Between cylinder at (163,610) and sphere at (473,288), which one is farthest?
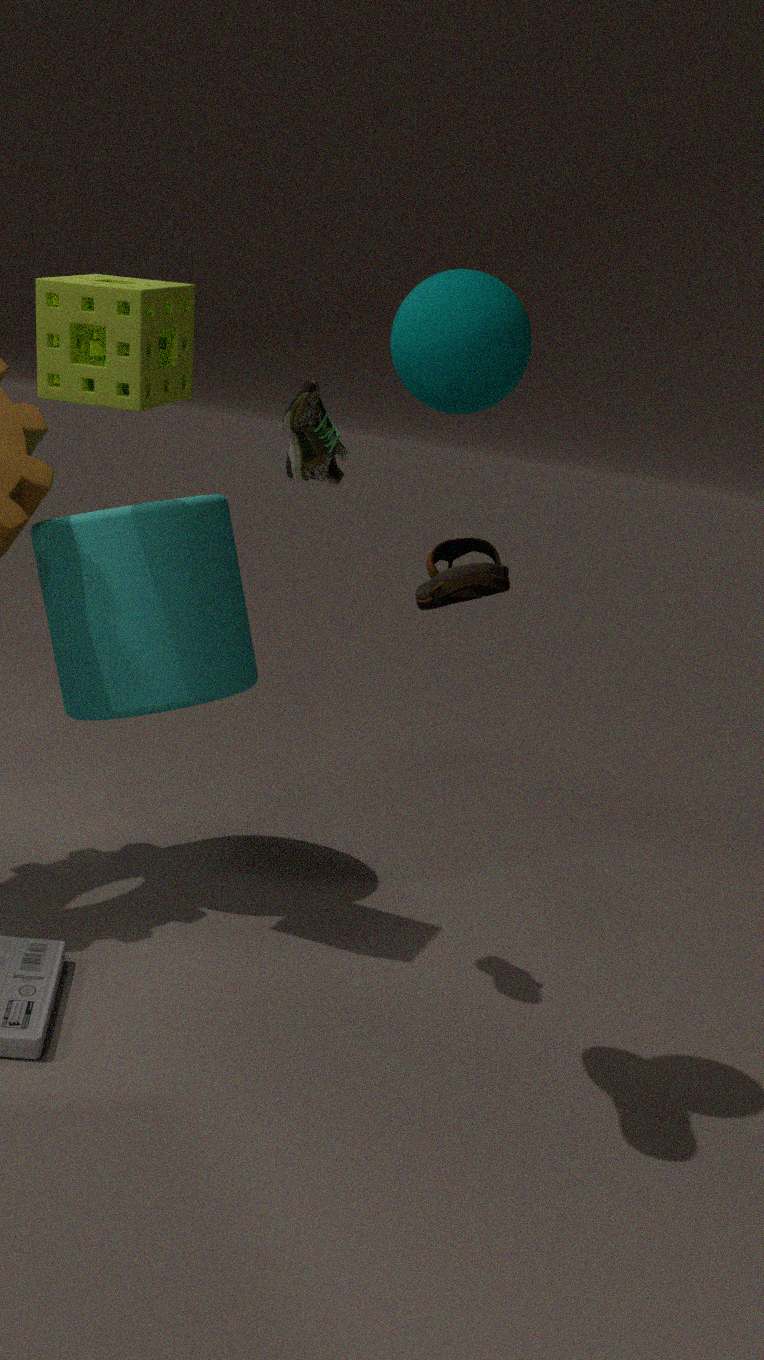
cylinder at (163,610)
